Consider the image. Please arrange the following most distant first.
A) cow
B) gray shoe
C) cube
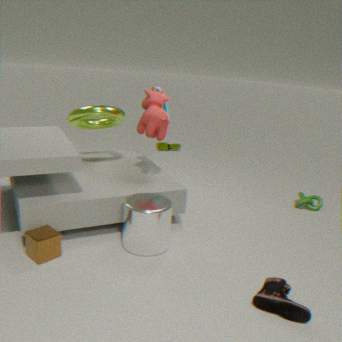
gray shoe, cow, cube
